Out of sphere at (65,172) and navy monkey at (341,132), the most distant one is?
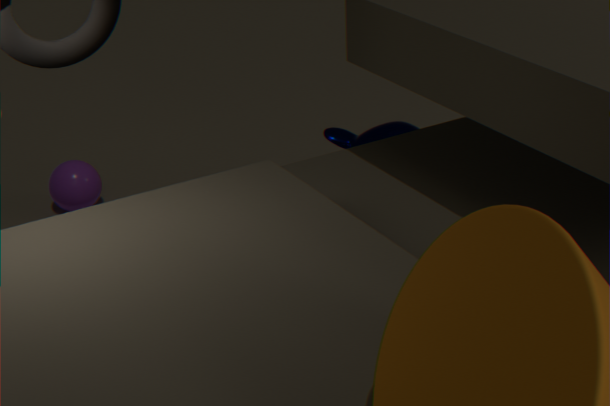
sphere at (65,172)
